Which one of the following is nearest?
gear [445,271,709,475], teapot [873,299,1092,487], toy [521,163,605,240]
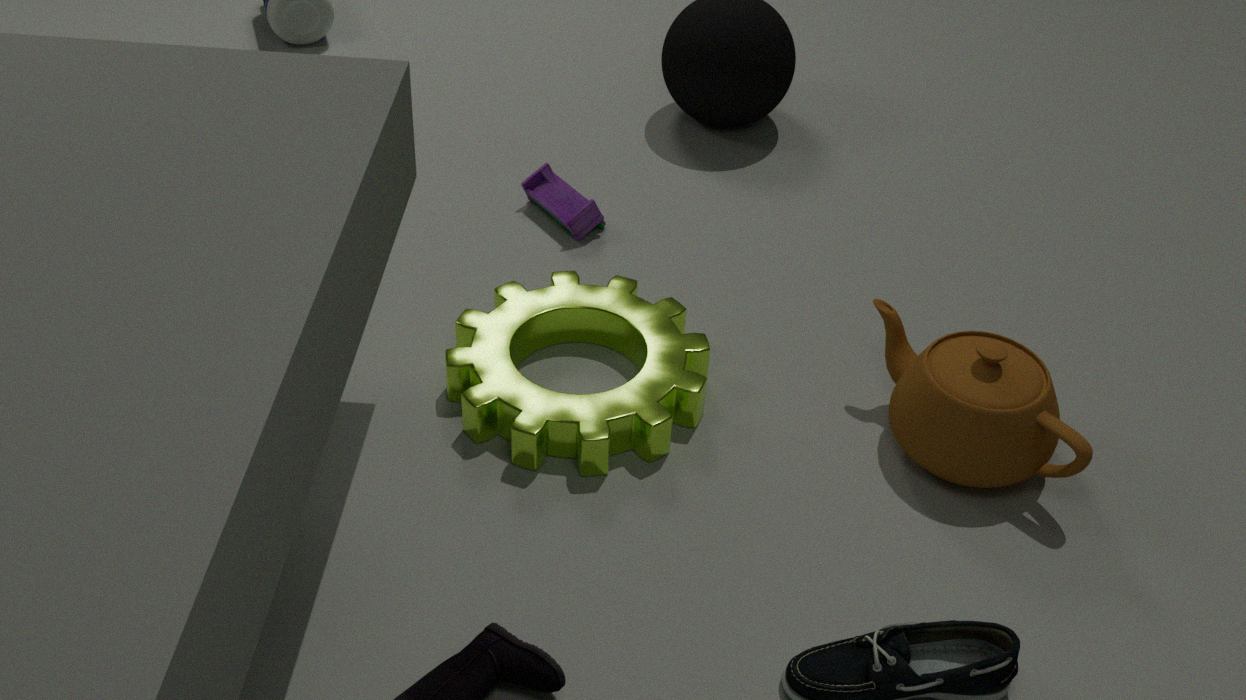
teapot [873,299,1092,487]
